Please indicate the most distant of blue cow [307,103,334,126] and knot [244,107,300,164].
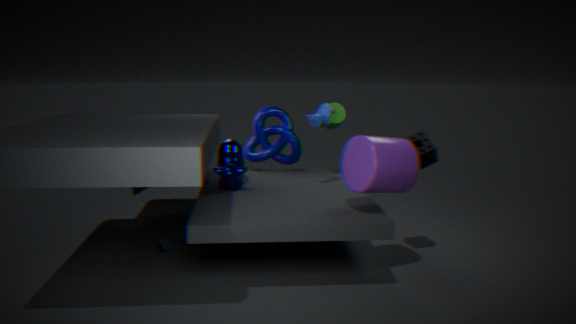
knot [244,107,300,164]
